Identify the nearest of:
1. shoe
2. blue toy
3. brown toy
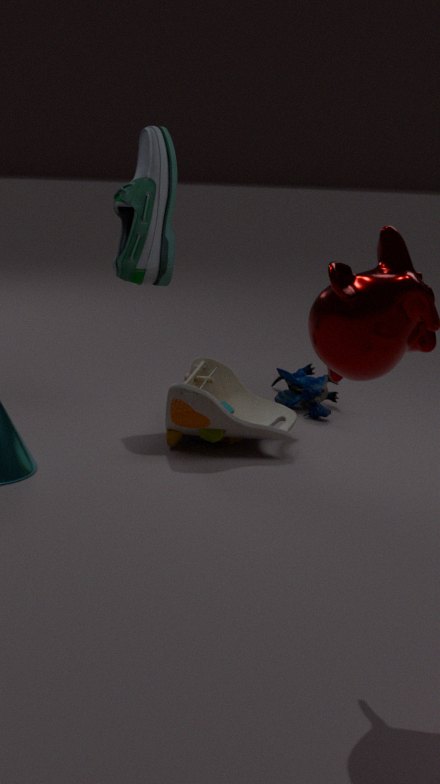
brown toy
